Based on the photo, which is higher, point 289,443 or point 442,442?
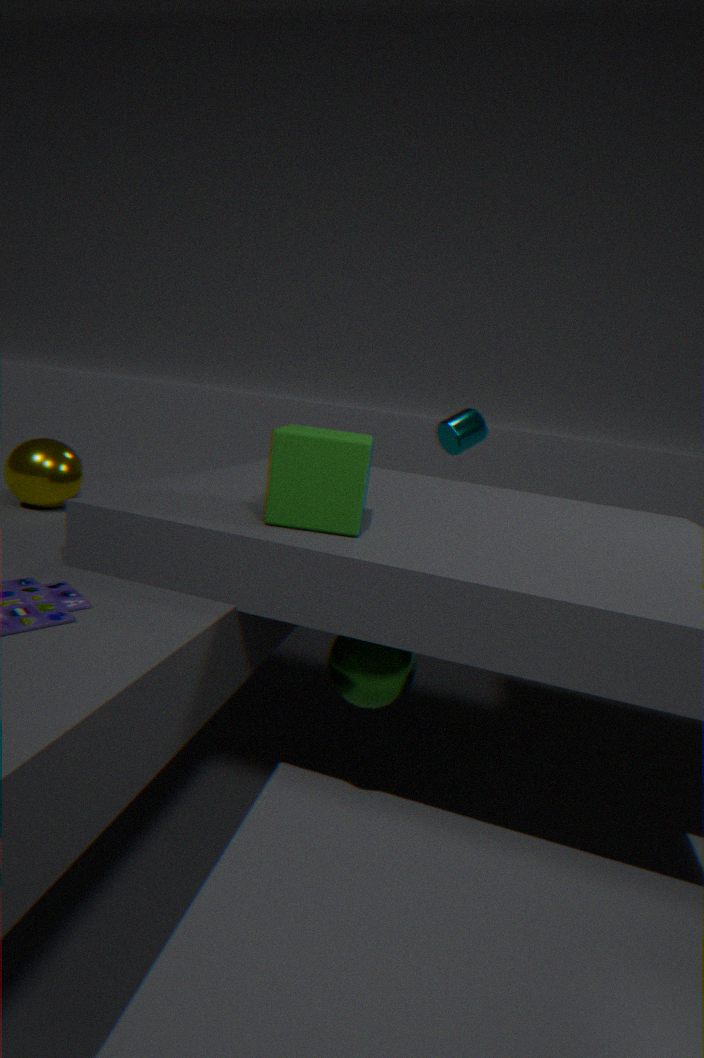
point 442,442
